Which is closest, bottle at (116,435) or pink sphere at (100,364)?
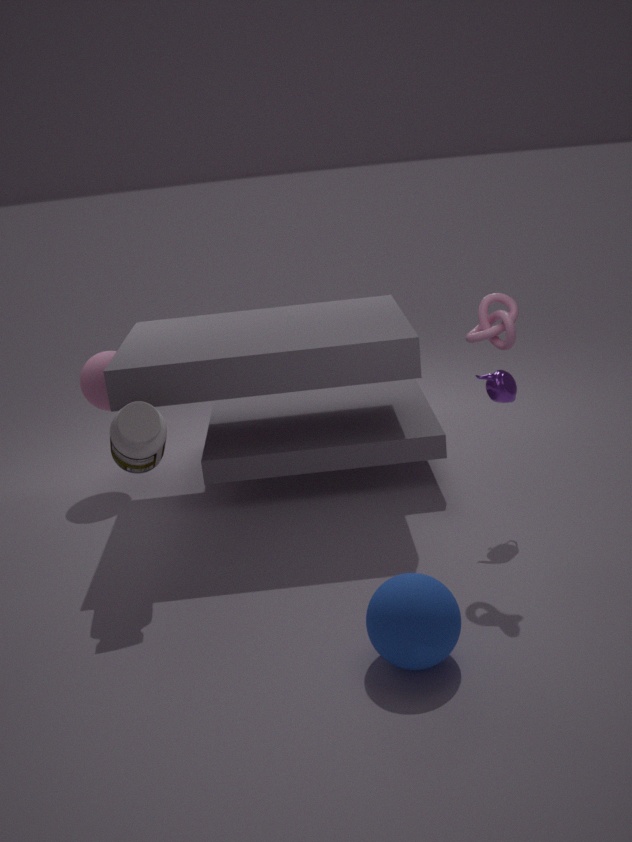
bottle at (116,435)
